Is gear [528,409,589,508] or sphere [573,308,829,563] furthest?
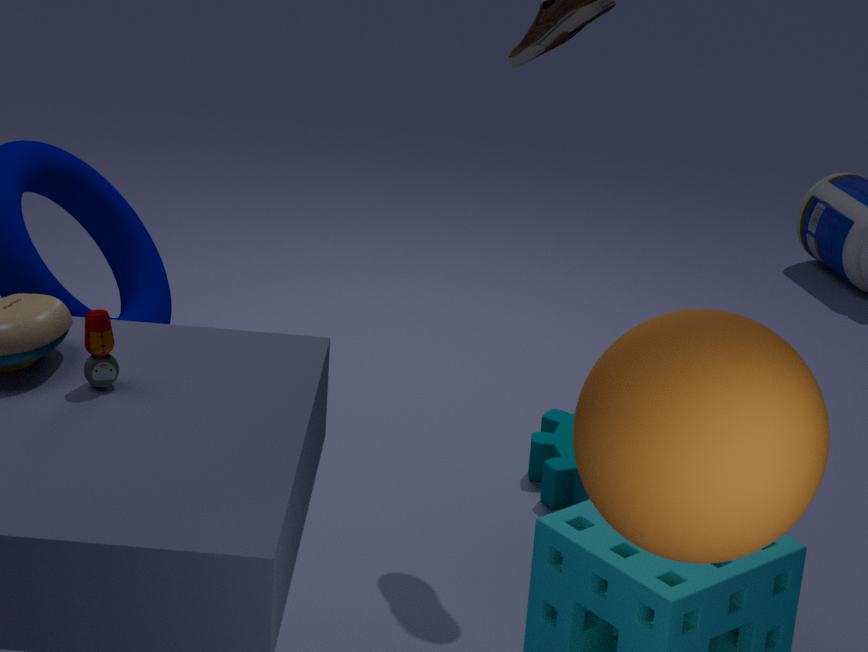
gear [528,409,589,508]
